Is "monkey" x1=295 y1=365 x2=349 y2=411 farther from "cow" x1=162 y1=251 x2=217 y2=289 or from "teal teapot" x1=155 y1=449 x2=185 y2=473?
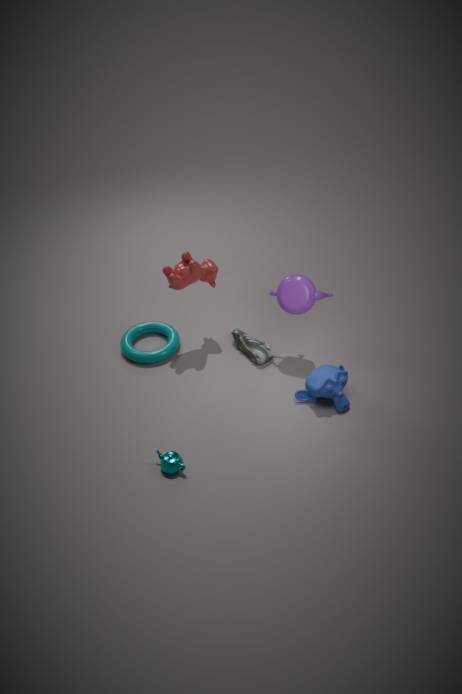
"cow" x1=162 y1=251 x2=217 y2=289
